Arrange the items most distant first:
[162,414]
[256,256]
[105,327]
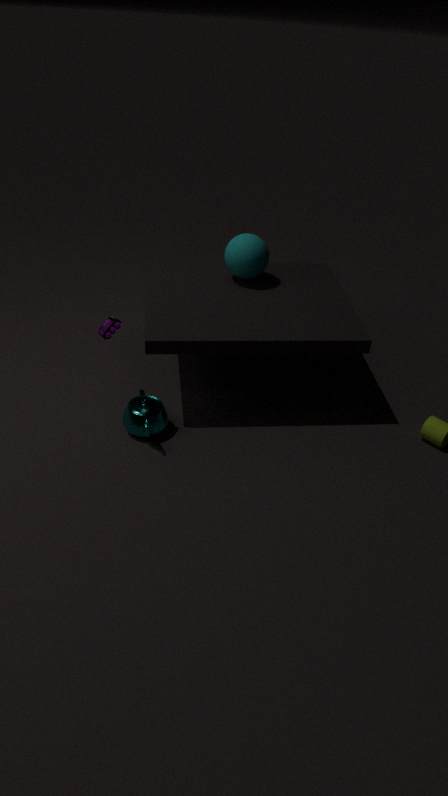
[256,256] → [162,414] → [105,327]
